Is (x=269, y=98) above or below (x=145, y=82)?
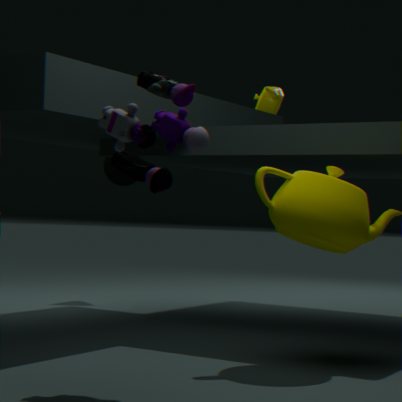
above
